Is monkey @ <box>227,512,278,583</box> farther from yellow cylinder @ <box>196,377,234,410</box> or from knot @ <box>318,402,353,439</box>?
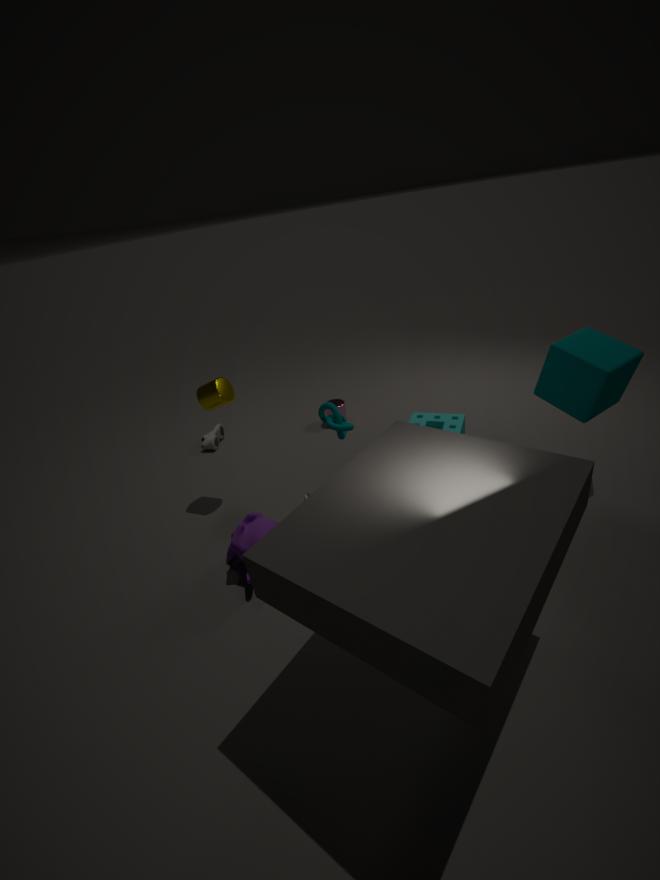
yellow cylinder @ <box>196,377,234,410</box>
